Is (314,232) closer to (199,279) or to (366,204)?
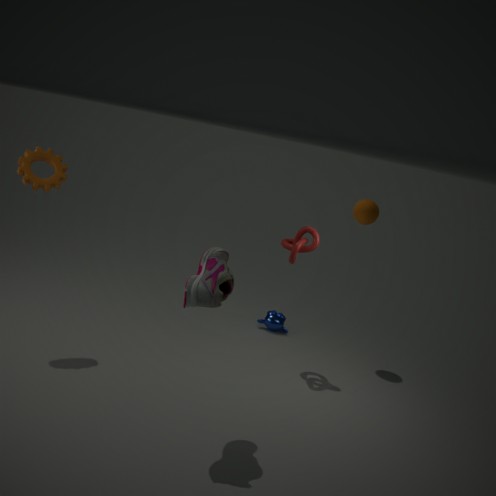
(366,204)
